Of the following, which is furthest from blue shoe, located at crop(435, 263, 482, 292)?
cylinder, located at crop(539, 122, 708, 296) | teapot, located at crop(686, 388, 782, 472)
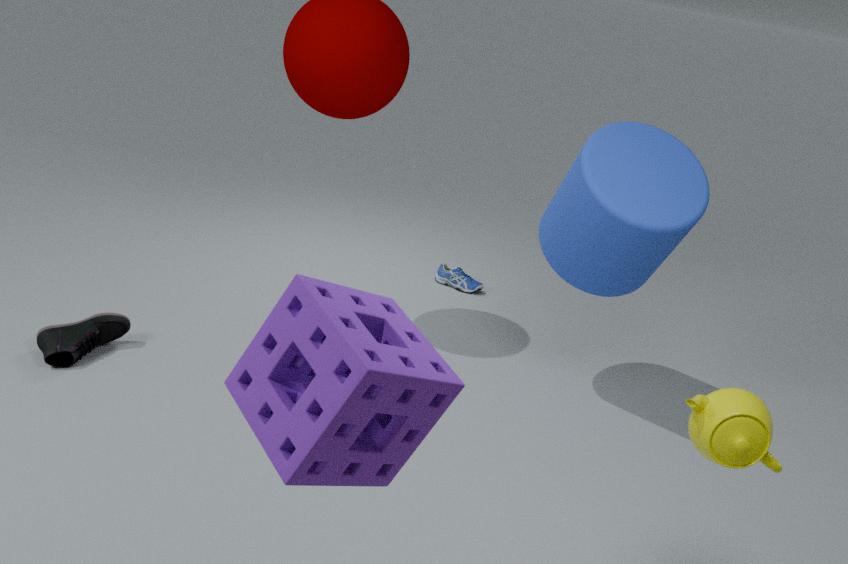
teapot, located at crop(686, 388, 782, 472)
